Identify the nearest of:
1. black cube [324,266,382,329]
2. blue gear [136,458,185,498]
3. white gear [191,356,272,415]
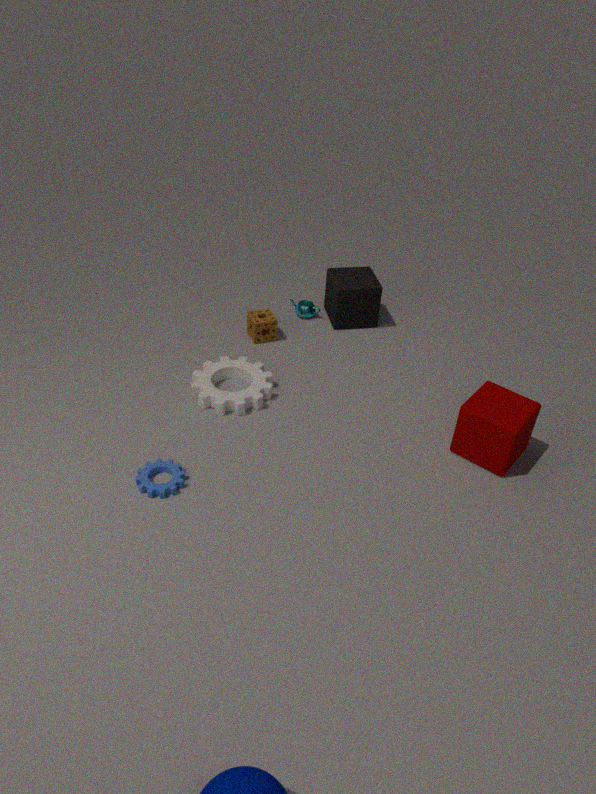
blue gear [136,458,185,498]
